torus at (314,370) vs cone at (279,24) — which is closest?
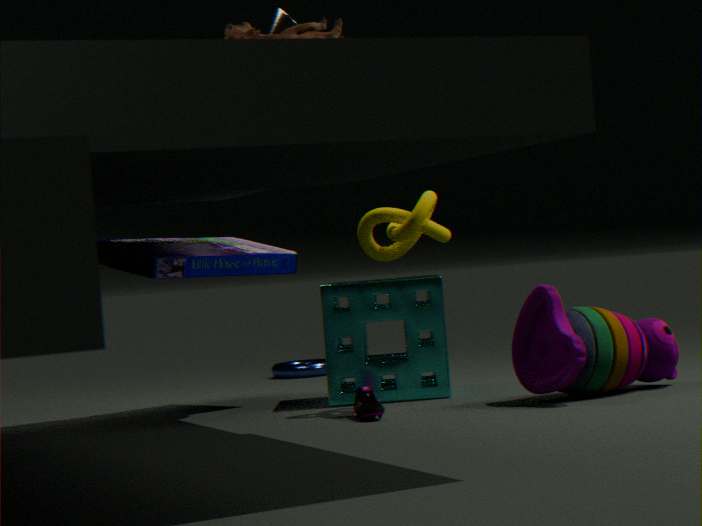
cone at (279,24)
